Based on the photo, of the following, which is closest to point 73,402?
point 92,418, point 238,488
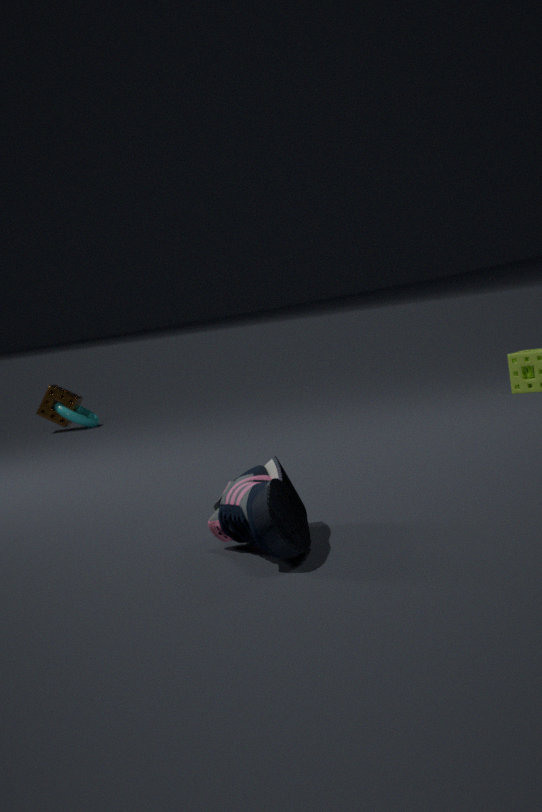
point 92,418
